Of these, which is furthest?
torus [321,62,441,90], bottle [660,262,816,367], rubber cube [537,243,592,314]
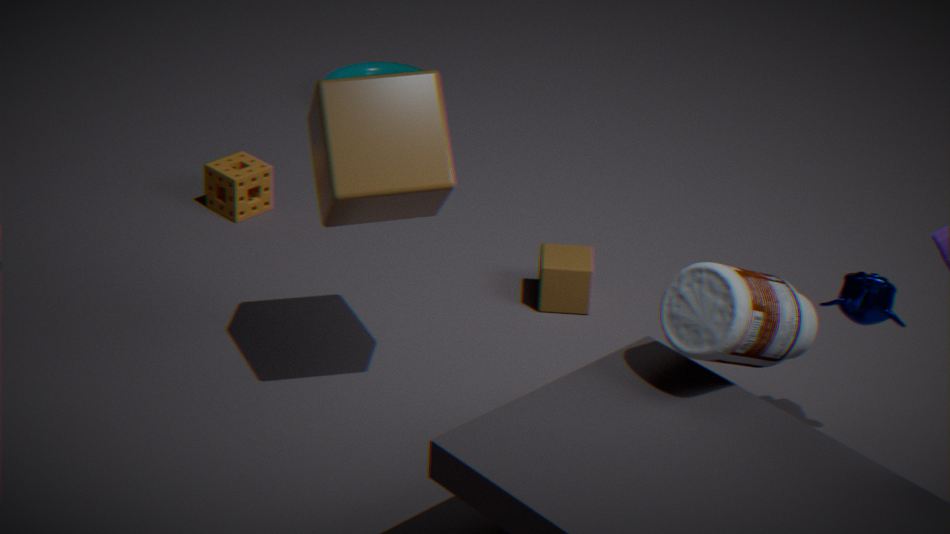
torus [321,62,441,90]
